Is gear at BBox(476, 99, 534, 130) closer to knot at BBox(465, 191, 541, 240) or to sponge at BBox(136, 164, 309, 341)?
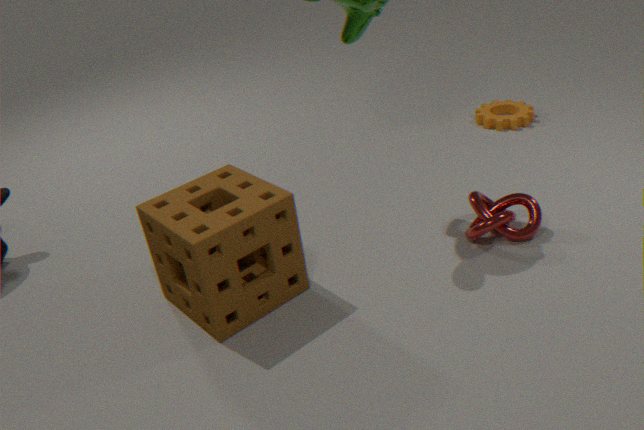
knot at BBox(465, 191, 541, 240)
